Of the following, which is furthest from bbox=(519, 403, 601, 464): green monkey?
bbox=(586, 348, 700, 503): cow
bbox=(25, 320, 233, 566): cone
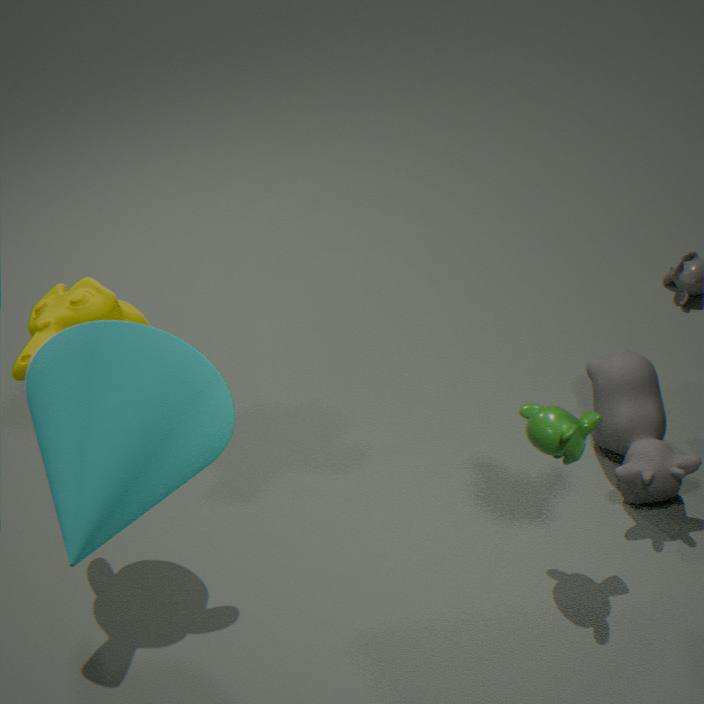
bbox=(25, 320, 233, 566): cone
